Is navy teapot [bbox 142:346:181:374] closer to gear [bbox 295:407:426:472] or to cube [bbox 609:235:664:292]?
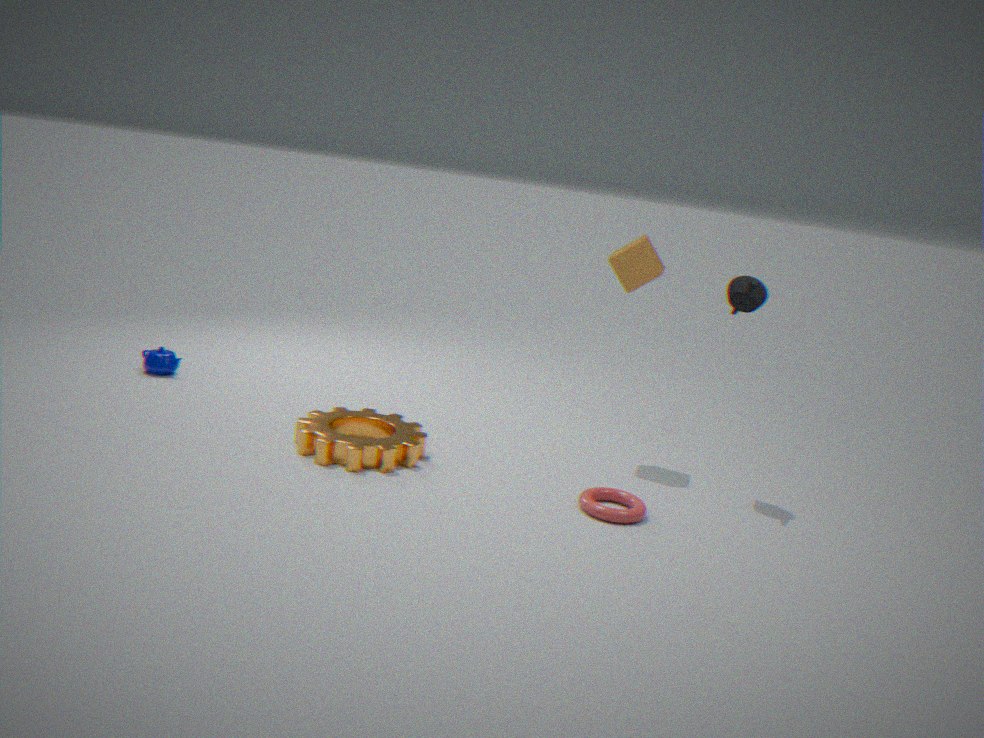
gear [bbox 295:407:426:472]
